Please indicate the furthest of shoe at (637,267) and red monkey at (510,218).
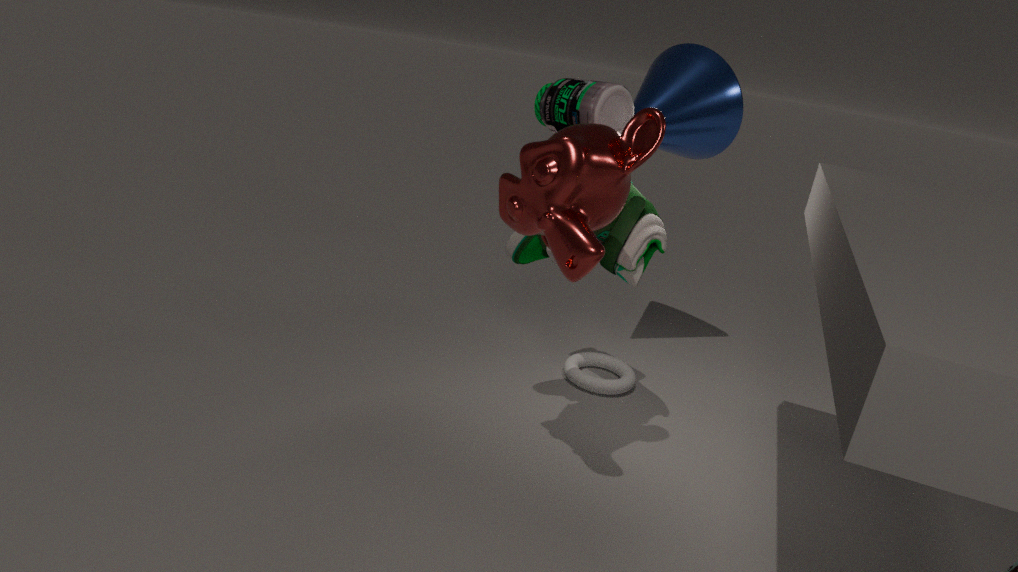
shoe at (637,267)
